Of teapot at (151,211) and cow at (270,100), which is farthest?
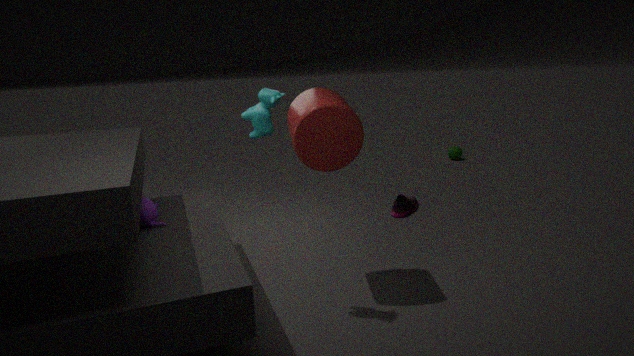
teapot at (151,211)
